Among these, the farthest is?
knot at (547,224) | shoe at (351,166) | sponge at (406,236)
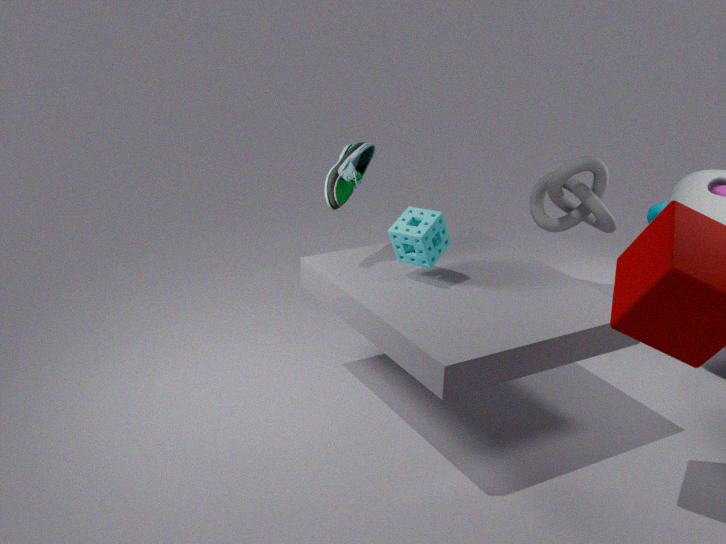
knot at (547,224)
